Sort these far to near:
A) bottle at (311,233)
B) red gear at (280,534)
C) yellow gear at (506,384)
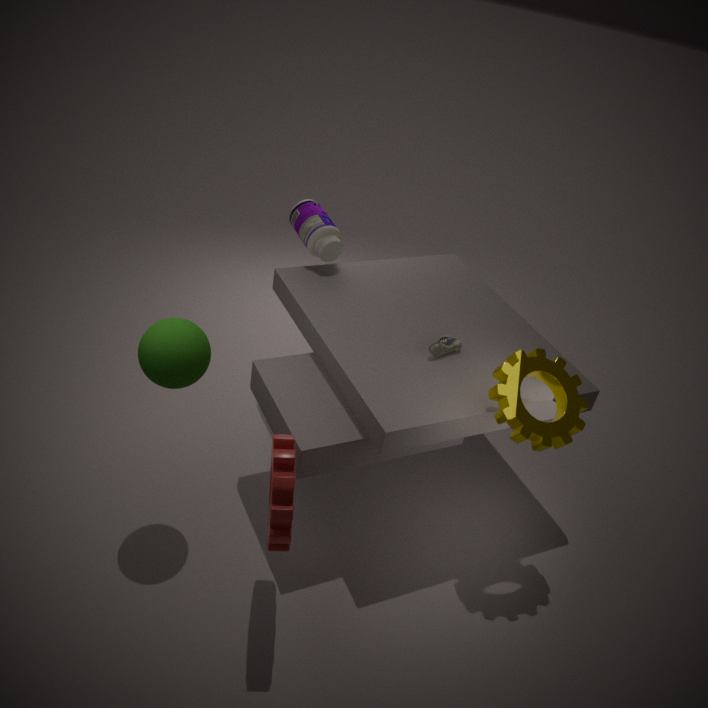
bottle at (311,233), yellow gear at (506,384), red gear at (280,534)
